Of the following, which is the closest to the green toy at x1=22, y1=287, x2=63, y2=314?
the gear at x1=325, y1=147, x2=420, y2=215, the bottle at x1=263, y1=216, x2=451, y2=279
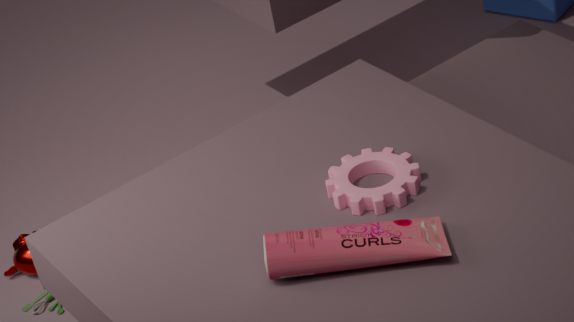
the gear at x1=325, y1=147, x2=420, y2=215
